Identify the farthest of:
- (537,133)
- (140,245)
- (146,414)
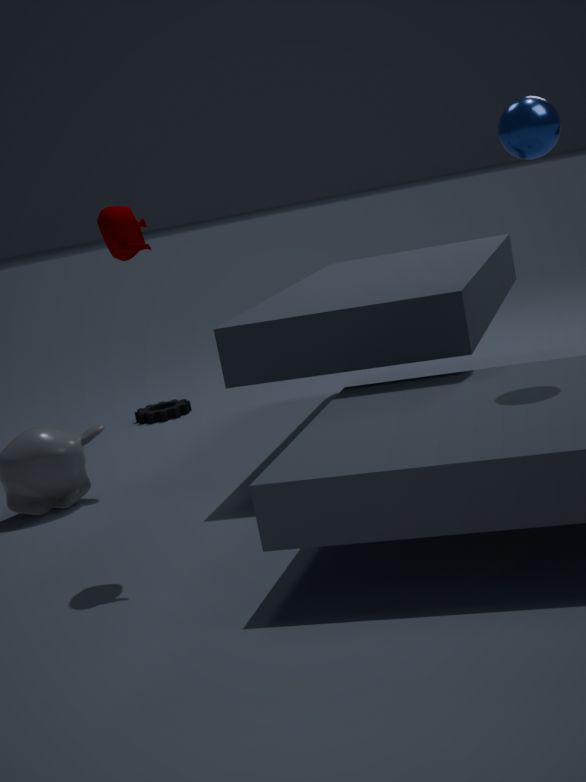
(146,414)
